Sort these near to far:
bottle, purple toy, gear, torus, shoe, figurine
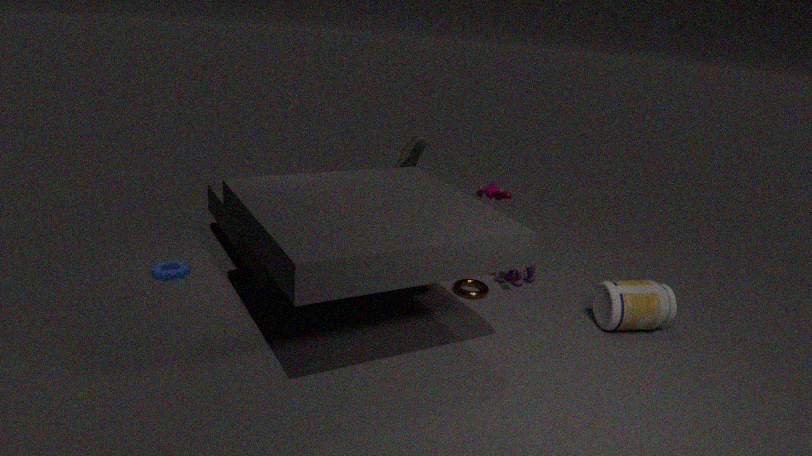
bottle, gear, torus, purple toy, shoe, figurine
